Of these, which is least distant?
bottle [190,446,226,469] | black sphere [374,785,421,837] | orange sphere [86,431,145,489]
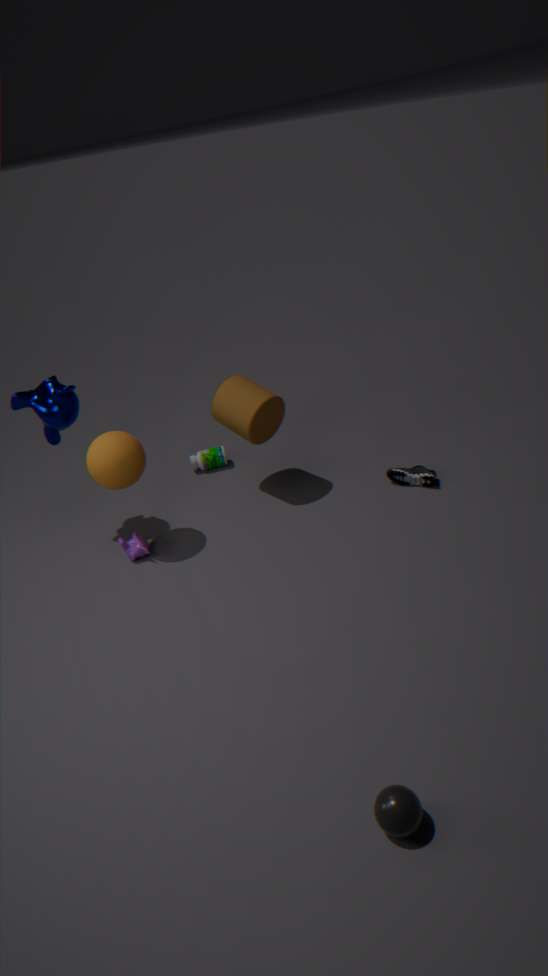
black sphere [374,785,421,837]
